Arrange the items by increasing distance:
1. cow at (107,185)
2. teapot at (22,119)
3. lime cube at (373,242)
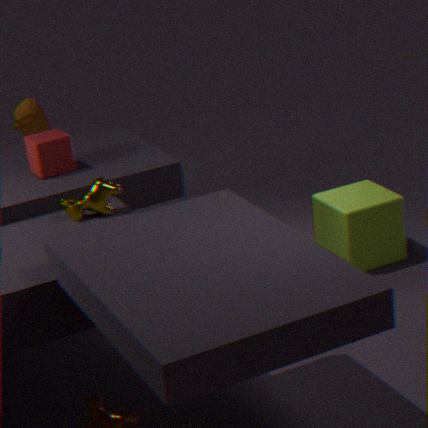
cow at (107,185)
lime cube at (373,242)
teapot at (22,119)
